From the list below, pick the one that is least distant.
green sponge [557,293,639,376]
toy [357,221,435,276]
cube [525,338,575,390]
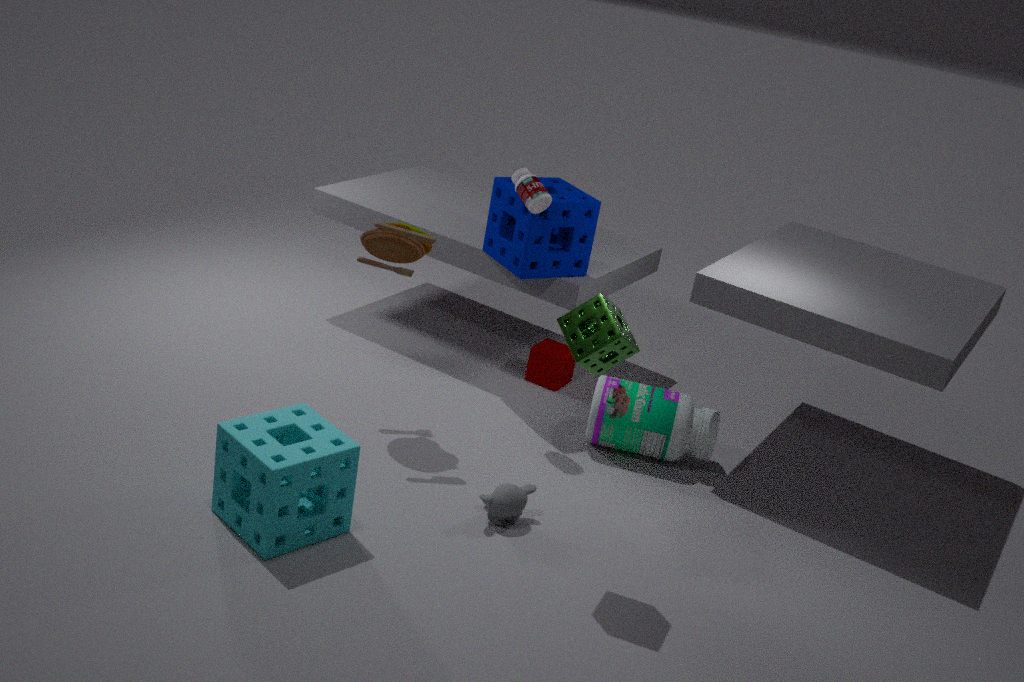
green sponge [557,293,639,376]
